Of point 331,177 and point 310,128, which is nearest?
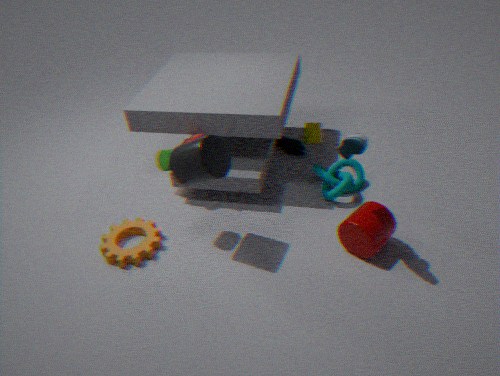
point 331,177
